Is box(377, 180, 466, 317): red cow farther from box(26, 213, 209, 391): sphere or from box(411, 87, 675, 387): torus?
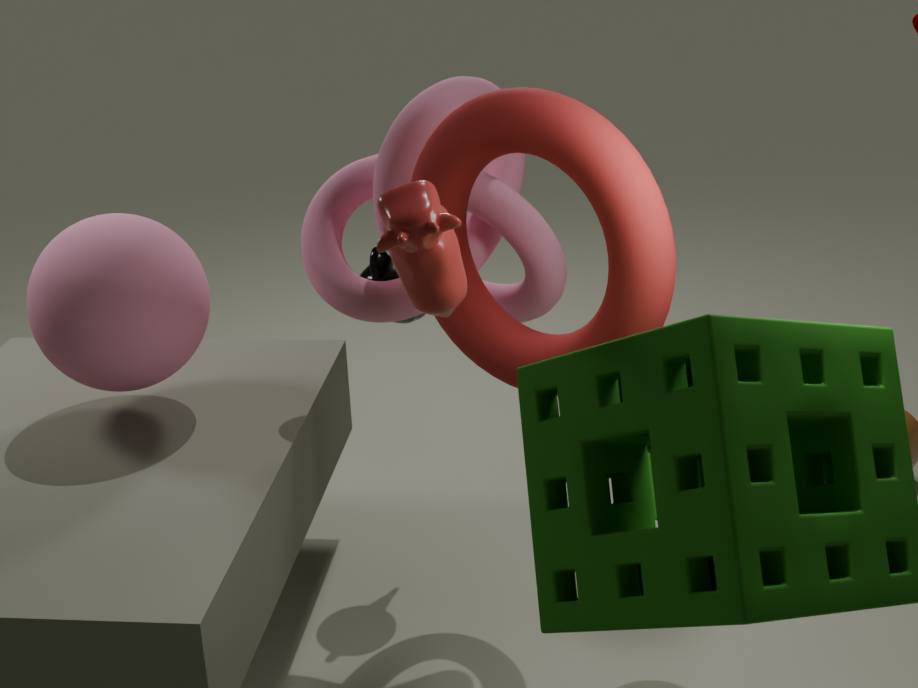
box(26, 213, 209, 391): sphere
